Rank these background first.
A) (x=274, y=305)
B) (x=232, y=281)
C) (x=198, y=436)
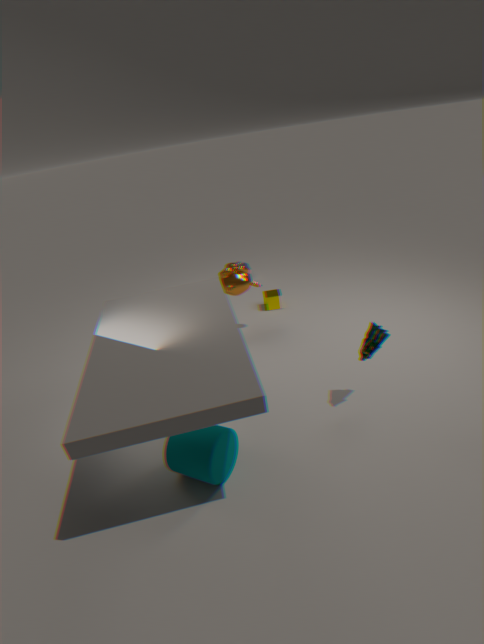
(x=274, y=305)
(x=232, y=281)
(x=198, y=436)
